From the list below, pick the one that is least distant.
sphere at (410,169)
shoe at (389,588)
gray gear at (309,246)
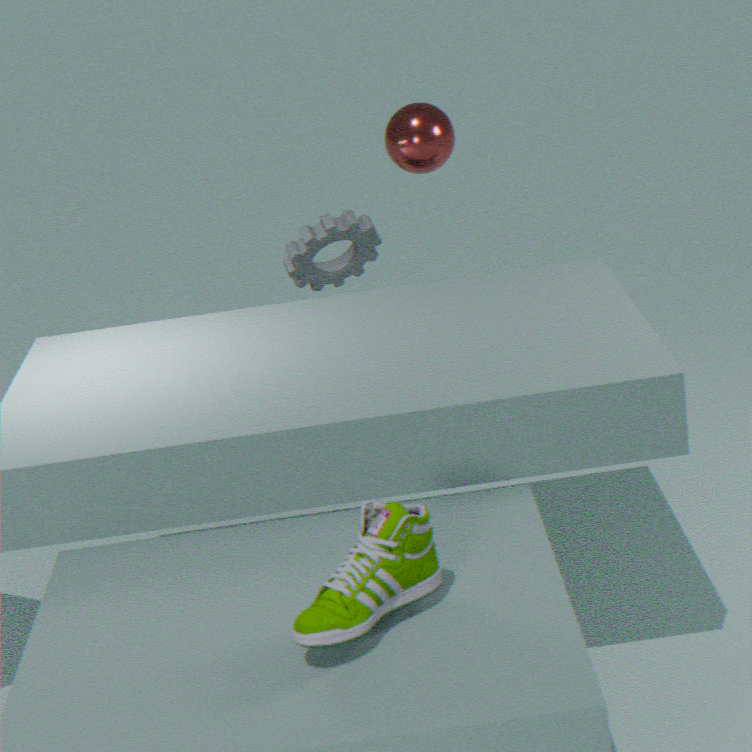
shoe at (389,588)
